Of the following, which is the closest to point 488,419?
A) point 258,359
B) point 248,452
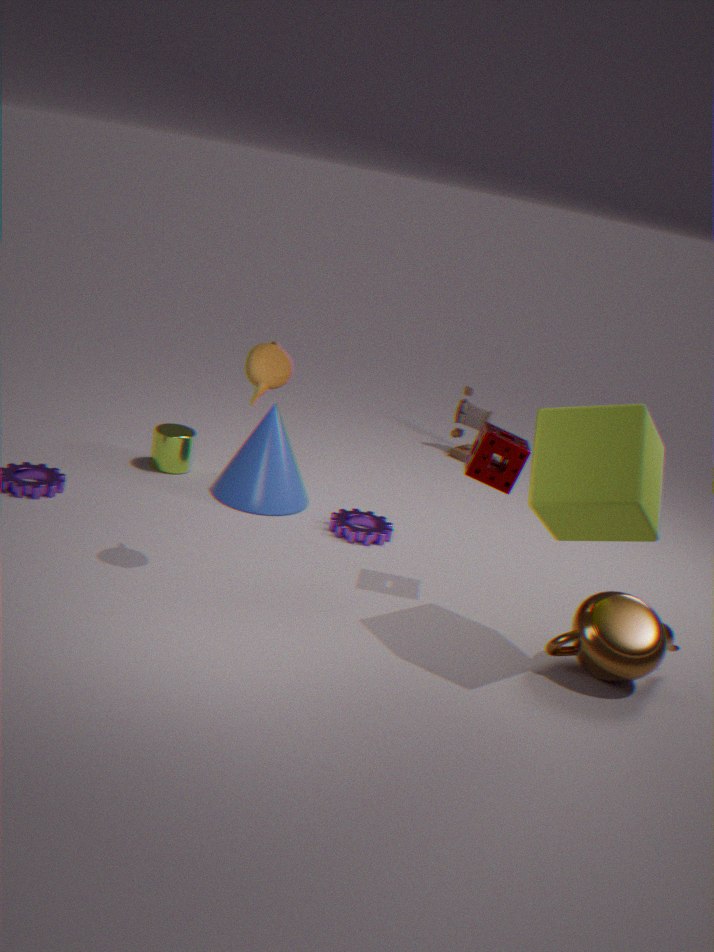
point 248,452
